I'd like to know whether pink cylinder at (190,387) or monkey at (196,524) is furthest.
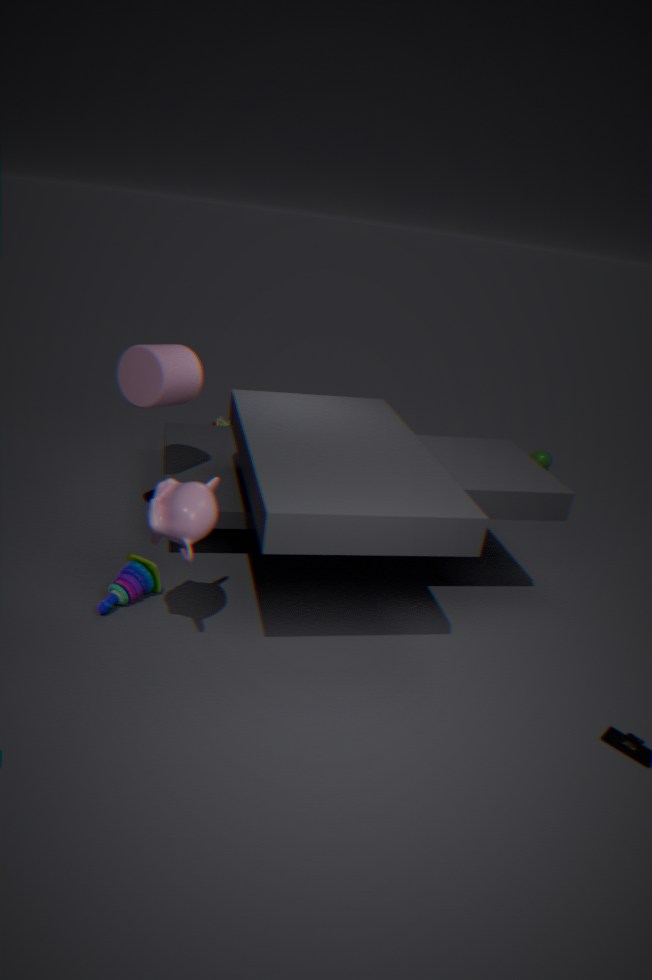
pink cylinder at (190,387)
